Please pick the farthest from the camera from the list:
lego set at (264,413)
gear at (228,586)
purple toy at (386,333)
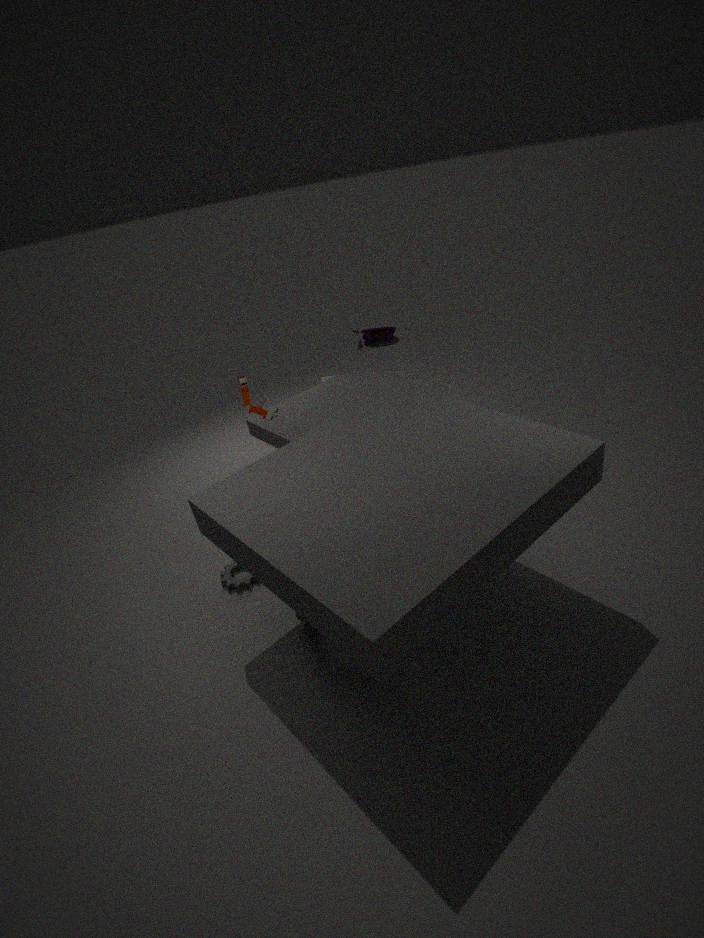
purple toy at (386,333)
